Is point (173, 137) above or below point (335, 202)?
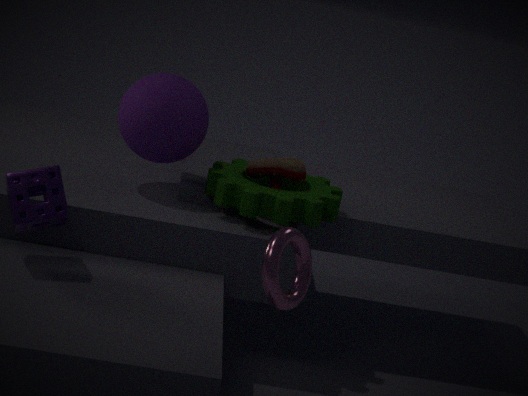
above
